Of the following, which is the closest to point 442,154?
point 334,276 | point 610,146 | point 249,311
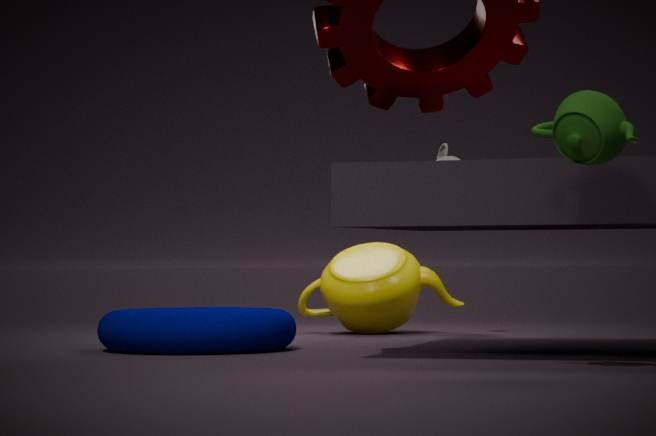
point 334,276
